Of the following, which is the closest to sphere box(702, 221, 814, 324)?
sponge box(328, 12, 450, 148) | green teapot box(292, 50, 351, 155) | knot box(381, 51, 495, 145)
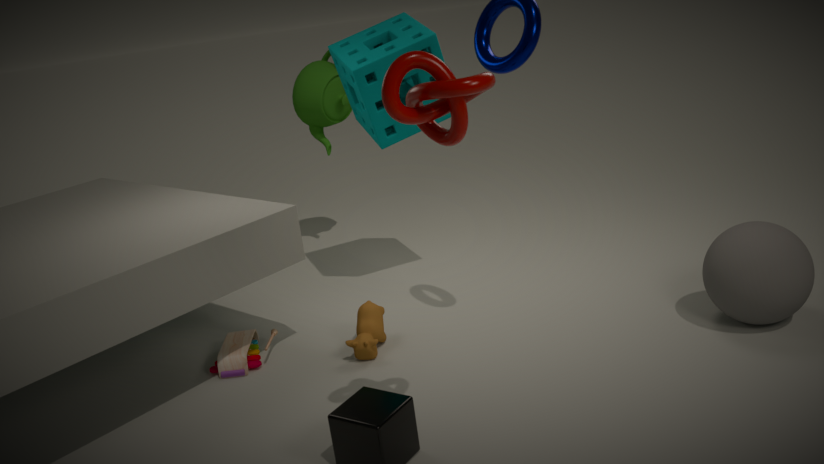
sponge box(328, 12, 450, 148)
